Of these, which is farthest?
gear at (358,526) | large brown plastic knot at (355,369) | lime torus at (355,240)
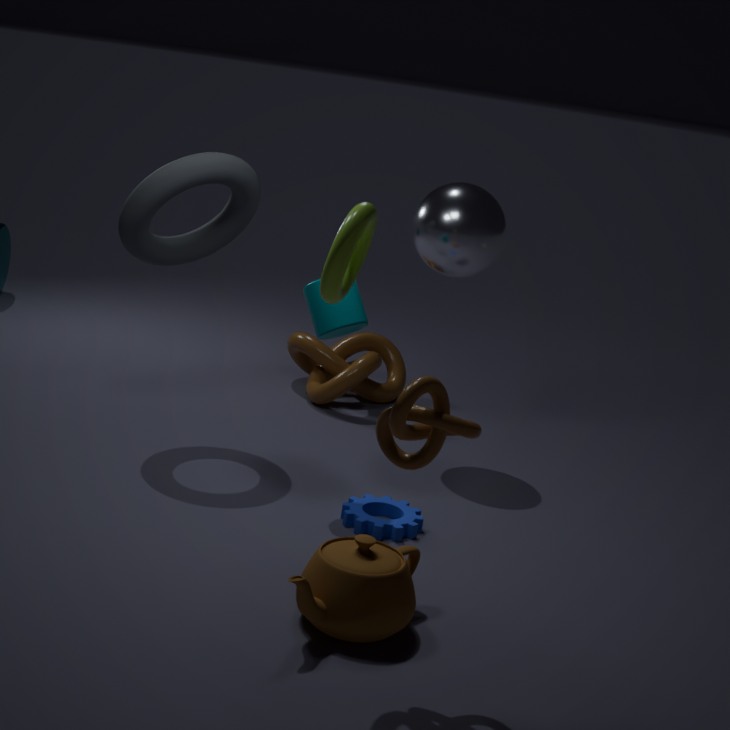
large brown plastic knot at (355,369)
